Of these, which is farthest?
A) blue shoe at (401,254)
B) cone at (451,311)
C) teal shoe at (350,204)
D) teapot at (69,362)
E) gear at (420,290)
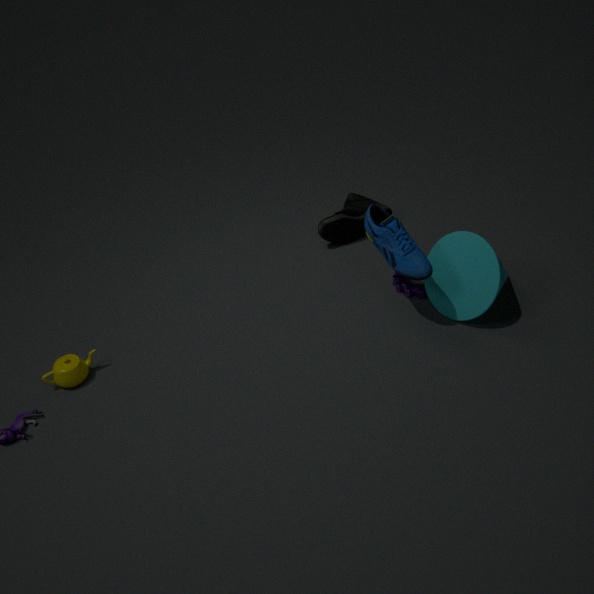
teal shoe at (350,204)
